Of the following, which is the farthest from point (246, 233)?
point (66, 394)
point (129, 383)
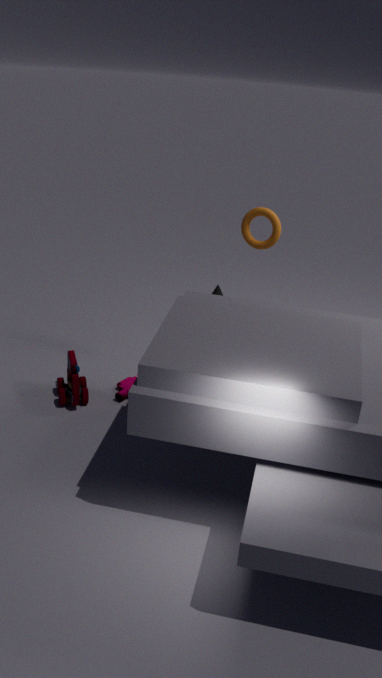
point (66, 394)
